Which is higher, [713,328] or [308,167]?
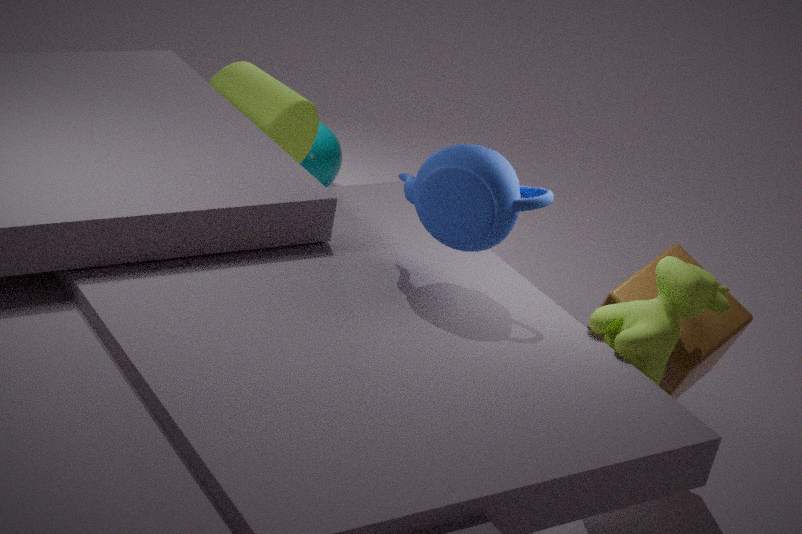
[713,328]
